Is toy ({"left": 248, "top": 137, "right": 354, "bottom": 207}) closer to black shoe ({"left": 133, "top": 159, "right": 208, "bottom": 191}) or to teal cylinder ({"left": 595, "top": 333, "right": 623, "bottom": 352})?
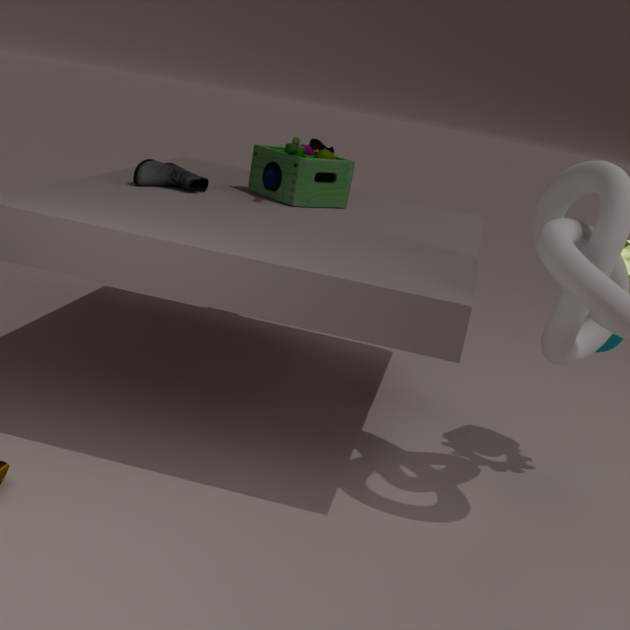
black shoe ({"left": 133, "top": 159, "right": 208, "bottom": 191})
